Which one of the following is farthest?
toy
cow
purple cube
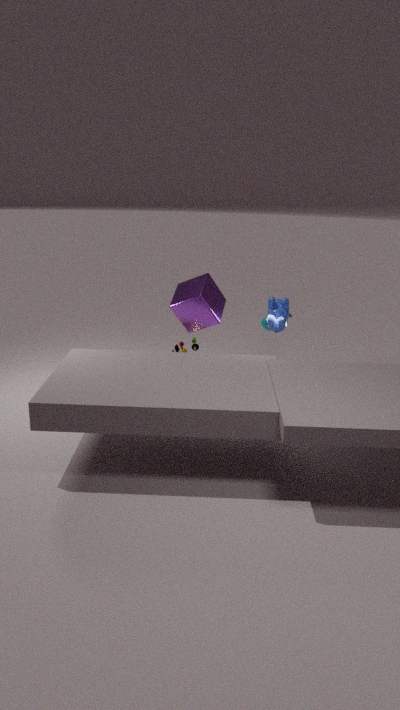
toy
